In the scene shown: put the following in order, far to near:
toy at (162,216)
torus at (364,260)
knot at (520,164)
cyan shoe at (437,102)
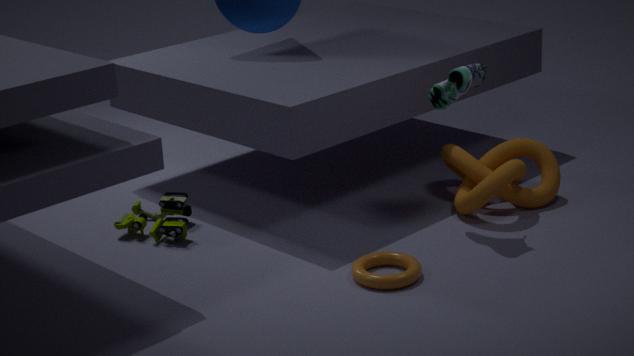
toy at (162,216) < knot at (520,164) < cyan shoe at (437,102) < torus at (364,260)
